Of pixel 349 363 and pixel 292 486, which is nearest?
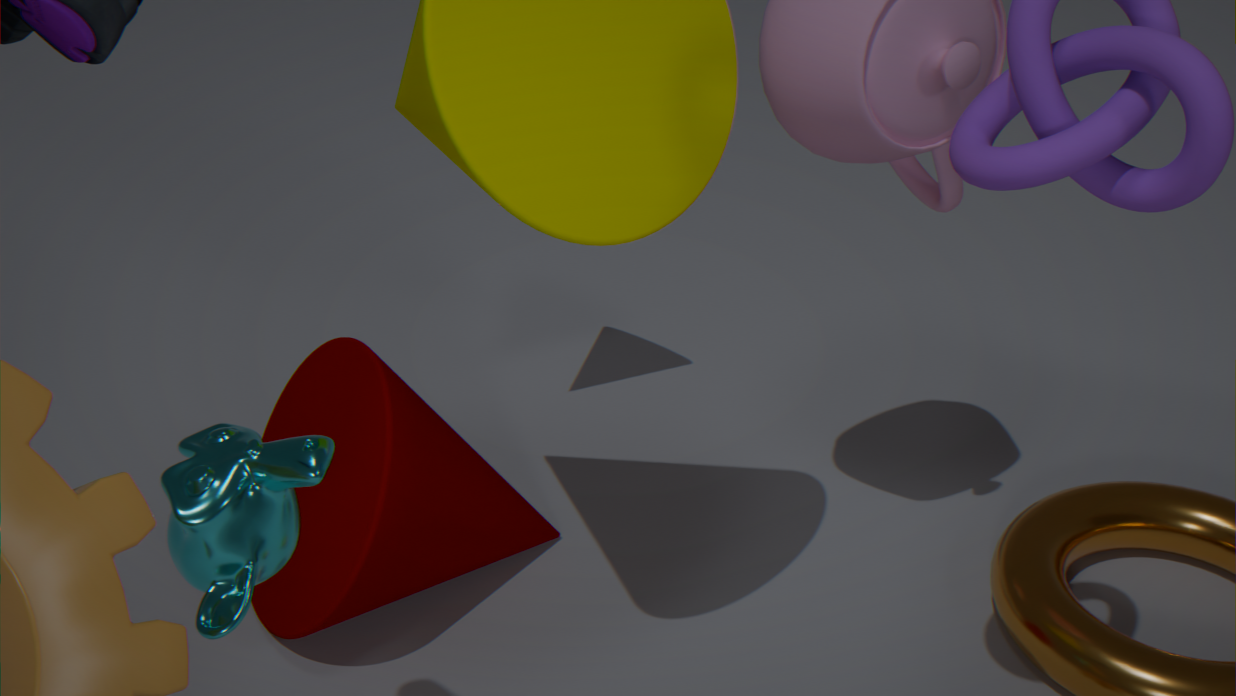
pixel 292 486
